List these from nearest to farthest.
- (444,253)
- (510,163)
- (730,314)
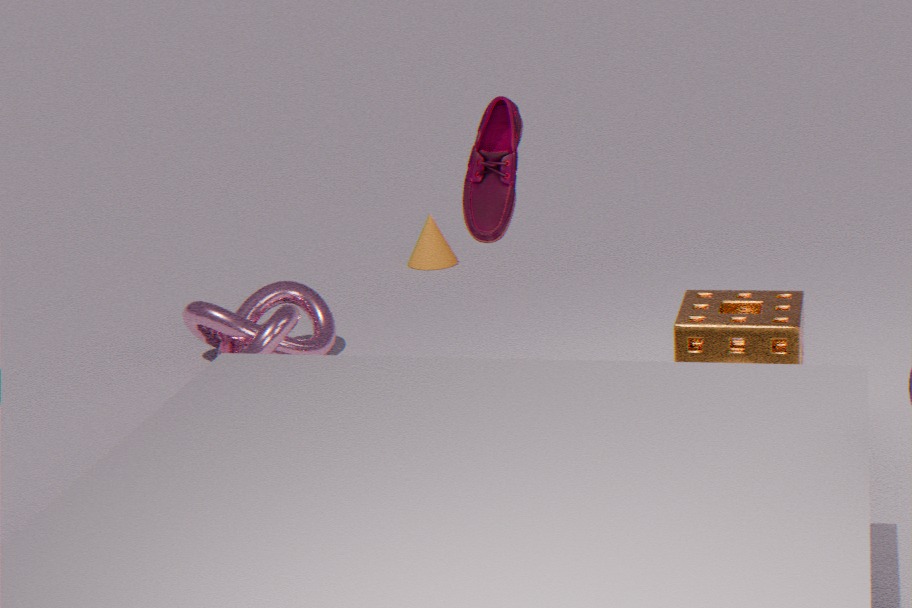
(510,163)
(730,314)
(444,253)
